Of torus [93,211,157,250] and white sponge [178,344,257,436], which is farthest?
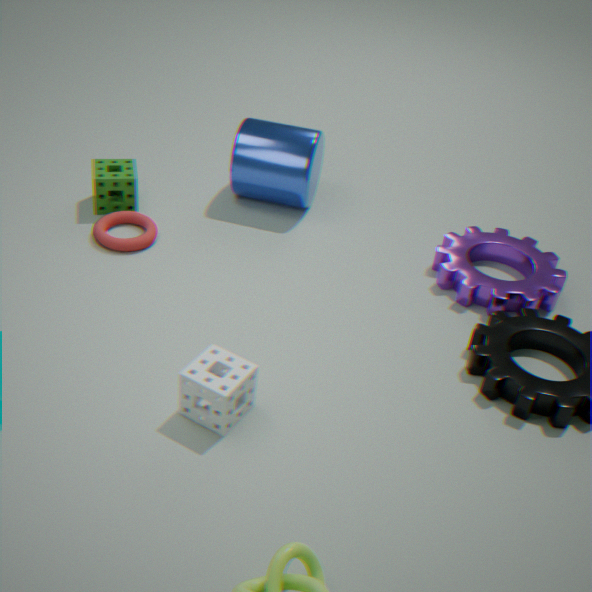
torus [93,211,157,250]
